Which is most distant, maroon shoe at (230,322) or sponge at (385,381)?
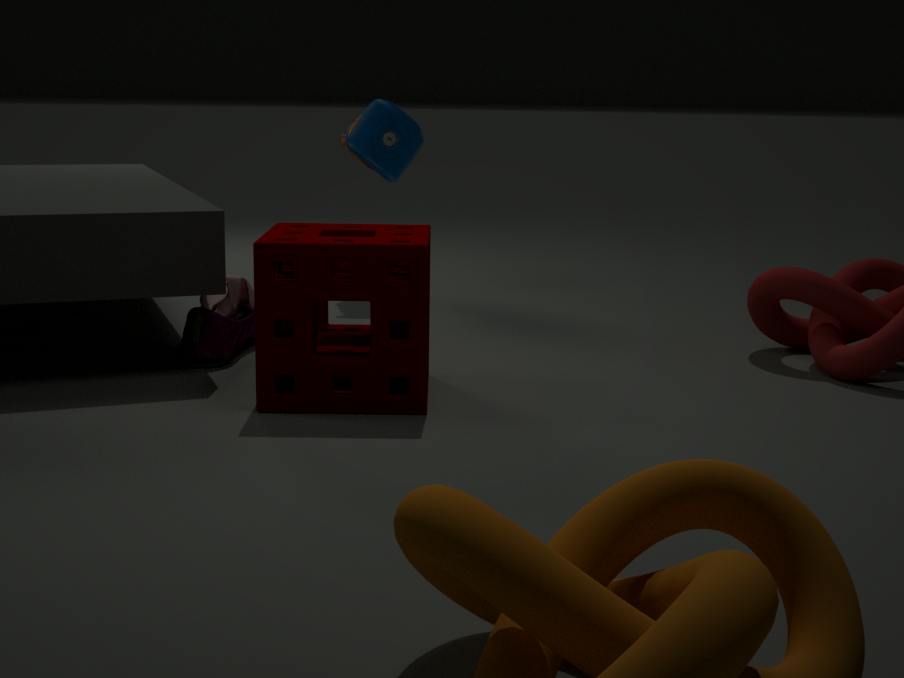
maroon shoe at (230,322)
